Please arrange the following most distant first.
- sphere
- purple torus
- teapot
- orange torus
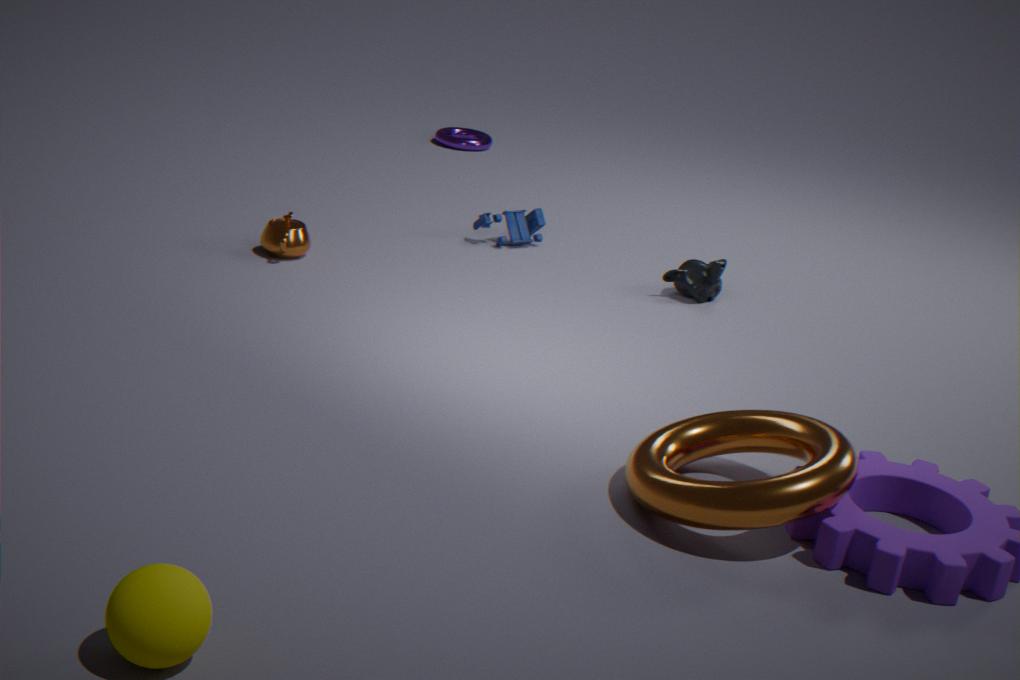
purple torus, teapot, orange torus, sphere
